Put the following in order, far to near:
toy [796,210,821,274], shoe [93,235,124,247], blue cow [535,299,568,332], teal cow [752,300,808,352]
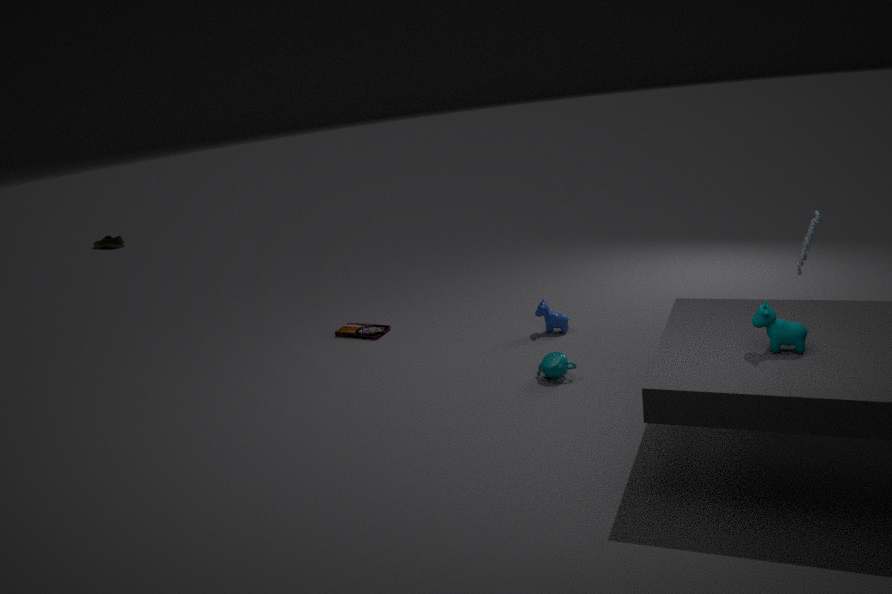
shoe [93,235,124,247] < blue cow [535,299,568,332] < toy [796,210,821,274] < teal cow [752,300,808,352]
